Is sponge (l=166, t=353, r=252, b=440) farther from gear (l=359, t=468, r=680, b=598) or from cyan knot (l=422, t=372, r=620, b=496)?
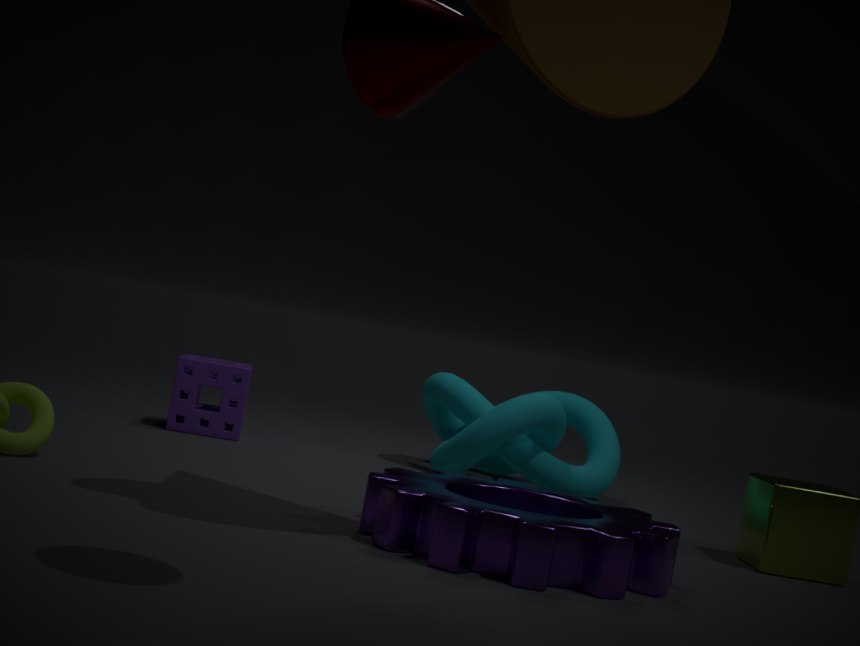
gear (l=359, t=468, r=680, b=598)
